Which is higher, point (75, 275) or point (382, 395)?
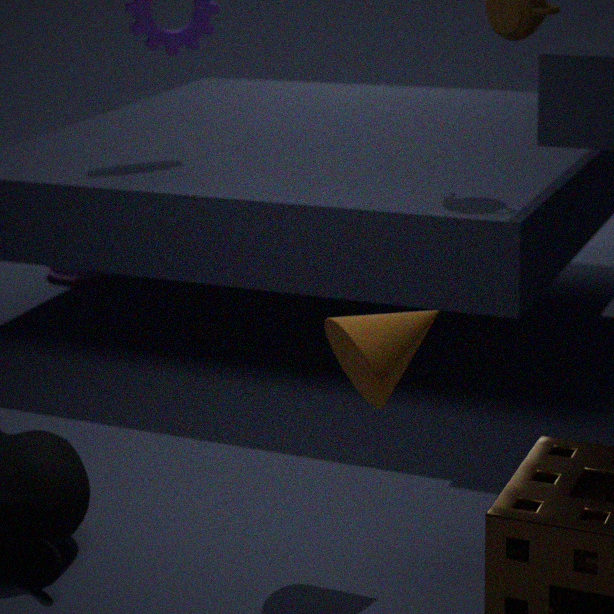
point (382, 395)
